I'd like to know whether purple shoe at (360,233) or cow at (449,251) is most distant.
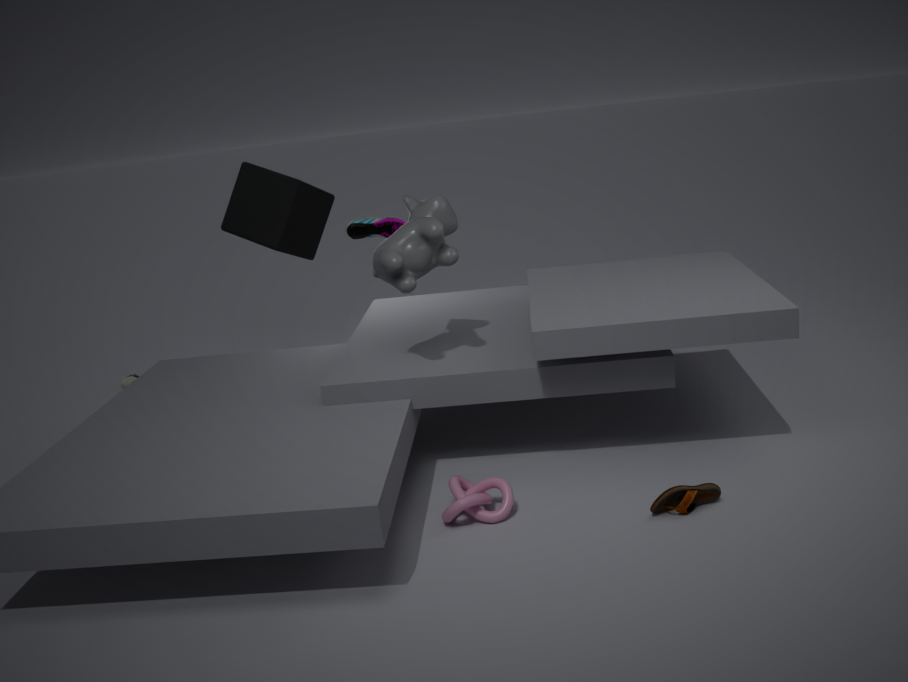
purple shoe at (360,233)
